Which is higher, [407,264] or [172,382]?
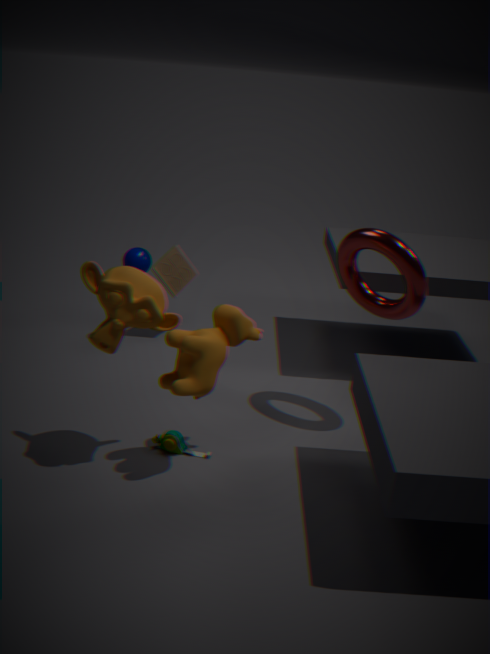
[407,264]
